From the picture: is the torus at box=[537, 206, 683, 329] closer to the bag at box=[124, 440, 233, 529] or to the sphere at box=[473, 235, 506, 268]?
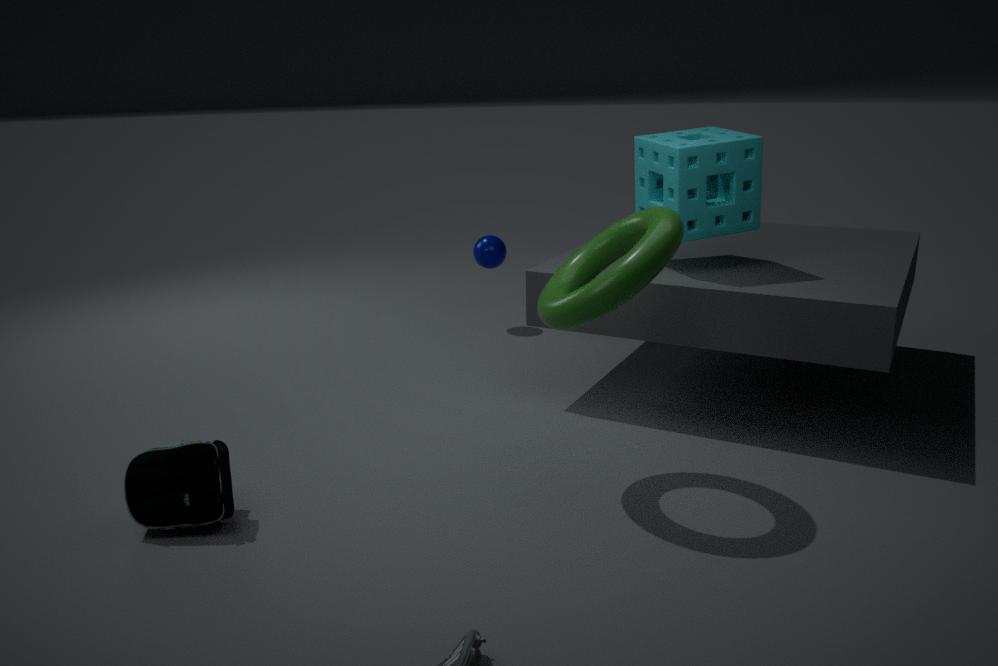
the bag at box=[124, 440, 233, 529]
